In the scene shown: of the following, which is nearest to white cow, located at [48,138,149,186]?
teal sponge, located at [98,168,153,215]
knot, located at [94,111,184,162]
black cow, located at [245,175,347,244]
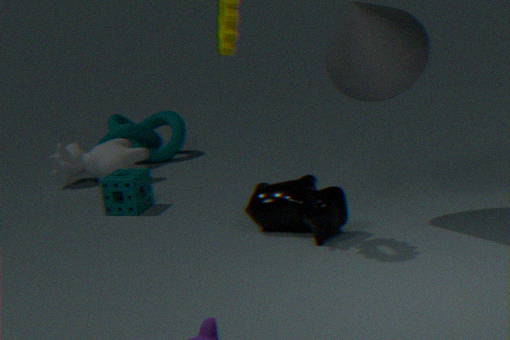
knot, located at [94,111,184,162]
